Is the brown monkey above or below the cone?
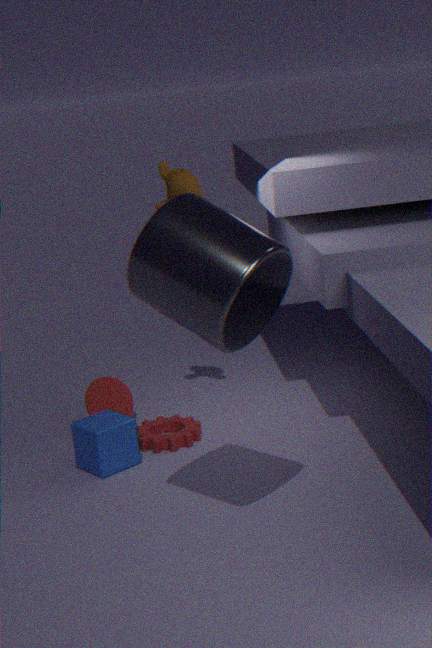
above
